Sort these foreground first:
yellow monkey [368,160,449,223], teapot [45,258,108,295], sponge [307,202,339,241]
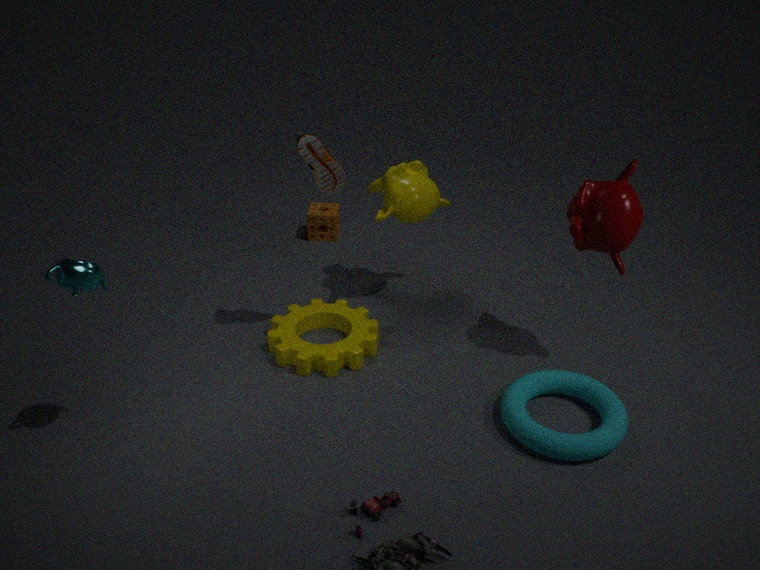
teapot [45,258,108,295] → yellow monkey [368,160,449,223] → sponge [307,202,339,241]
